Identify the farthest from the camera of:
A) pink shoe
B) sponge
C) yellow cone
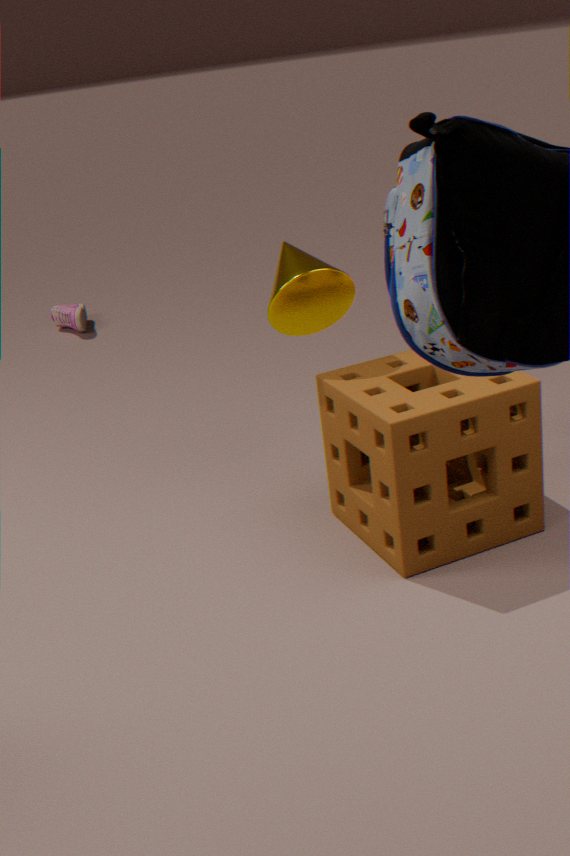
pink shoe
